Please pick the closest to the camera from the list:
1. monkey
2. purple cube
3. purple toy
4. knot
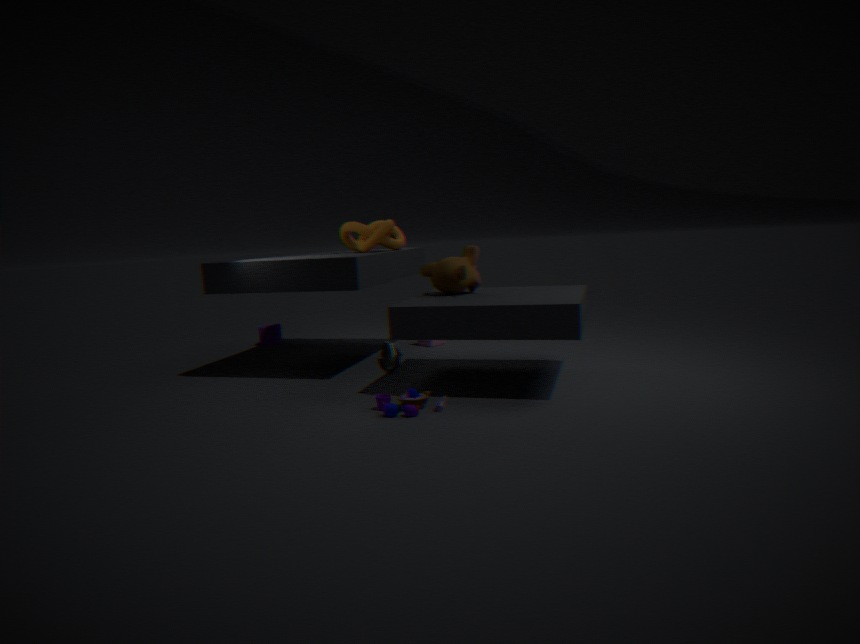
purple toy
